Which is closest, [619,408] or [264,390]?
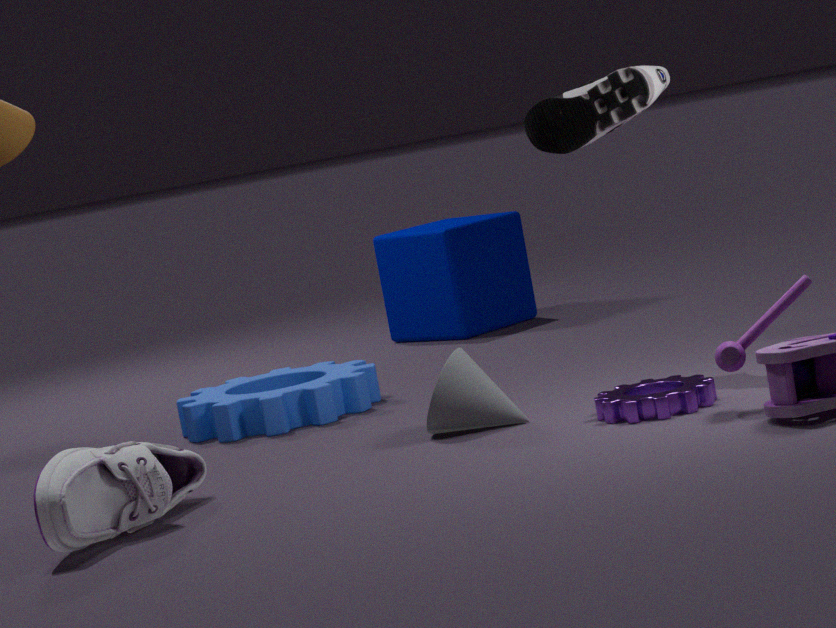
[619,408]
